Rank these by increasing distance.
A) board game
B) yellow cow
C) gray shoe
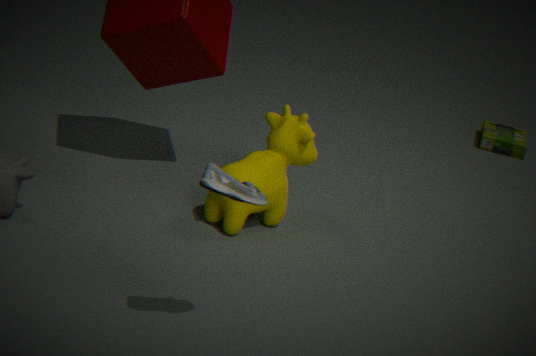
gray shoe < yellow cow < board game
